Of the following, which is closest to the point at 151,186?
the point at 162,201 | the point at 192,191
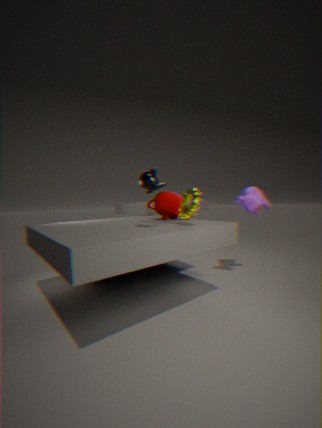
the point at 192,191
